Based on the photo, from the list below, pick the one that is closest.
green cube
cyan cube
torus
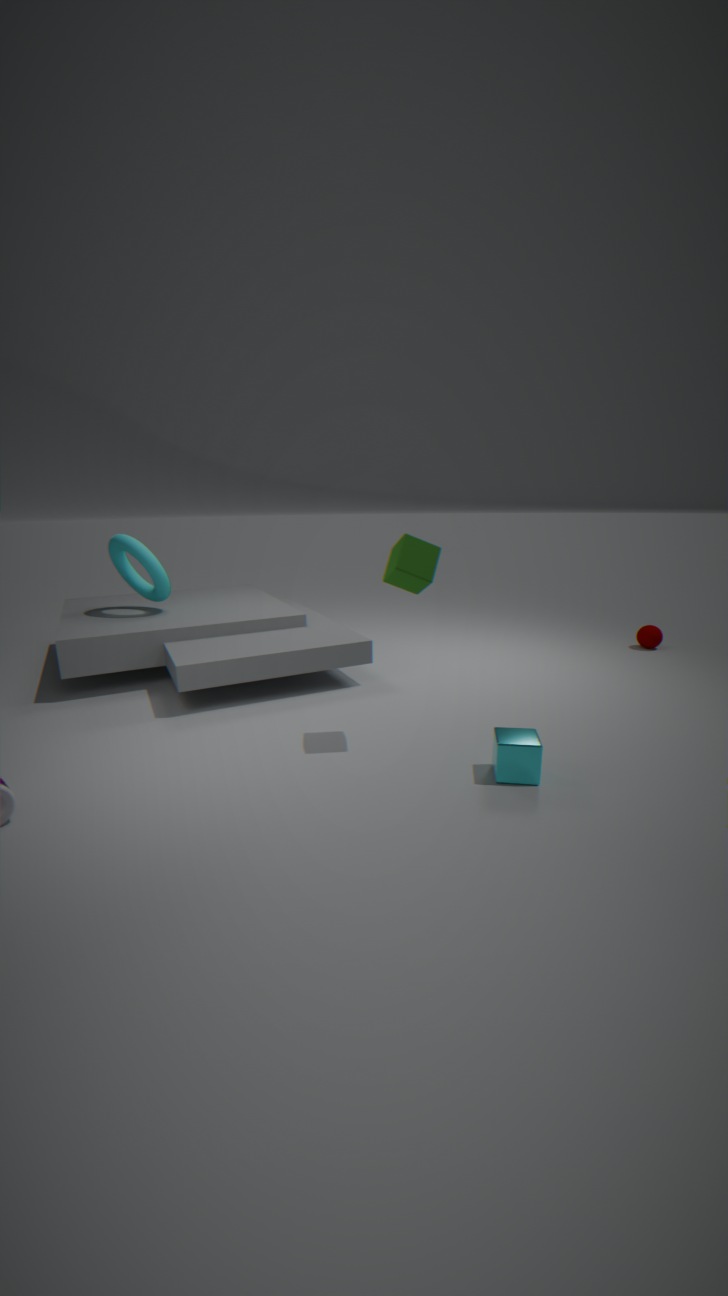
cyan cube
